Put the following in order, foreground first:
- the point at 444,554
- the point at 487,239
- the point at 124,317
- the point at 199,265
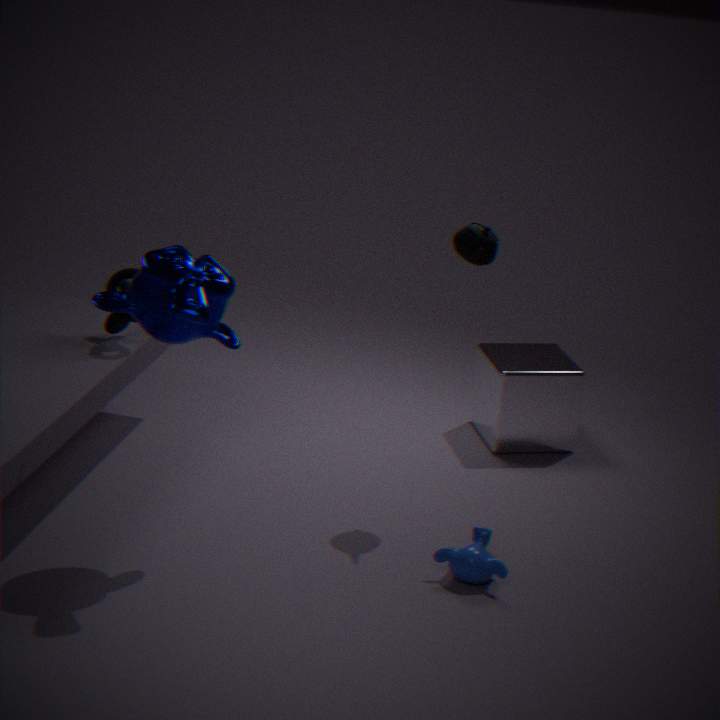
1. the point at 199,265
2. the point at 444,554
3. the point at 487,239
4. the point at 124,317
